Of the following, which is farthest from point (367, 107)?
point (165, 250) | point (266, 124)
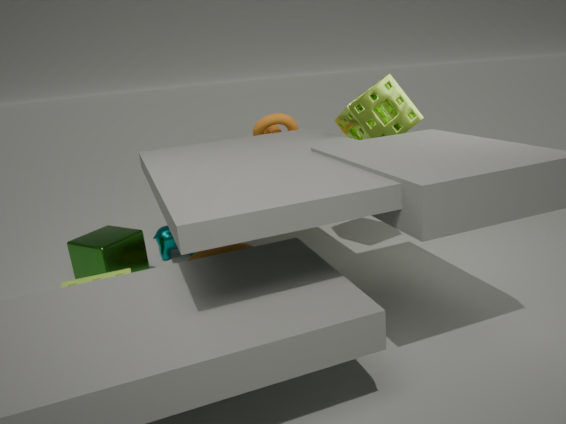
point (165, 250)
